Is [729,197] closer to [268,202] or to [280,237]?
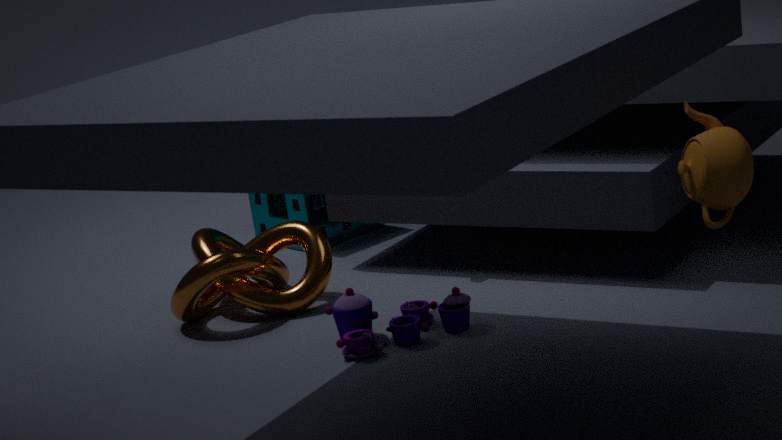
[280,237]
